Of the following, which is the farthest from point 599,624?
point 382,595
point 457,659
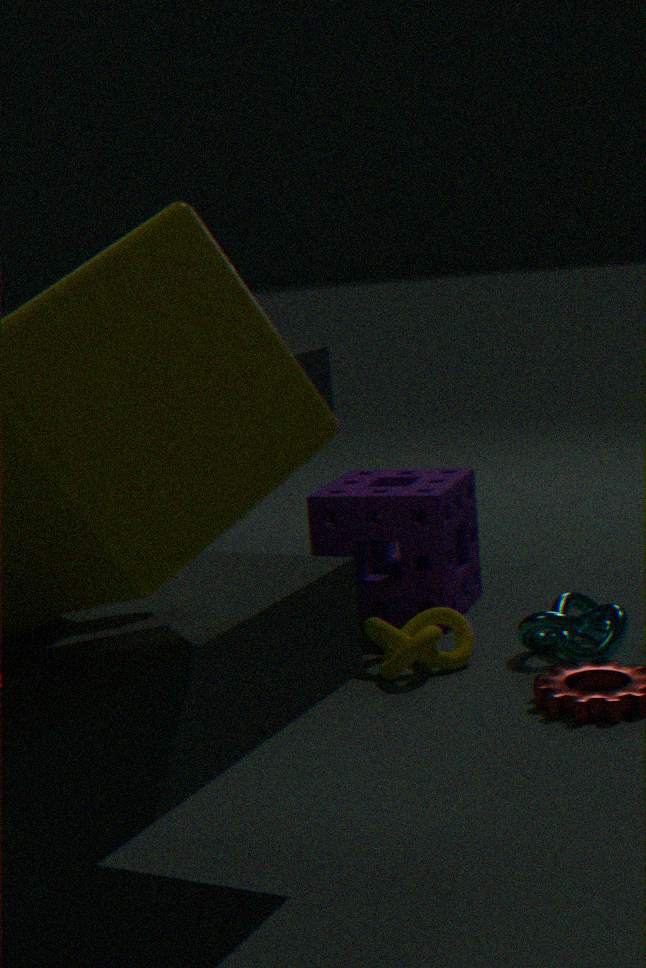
point 382,595
